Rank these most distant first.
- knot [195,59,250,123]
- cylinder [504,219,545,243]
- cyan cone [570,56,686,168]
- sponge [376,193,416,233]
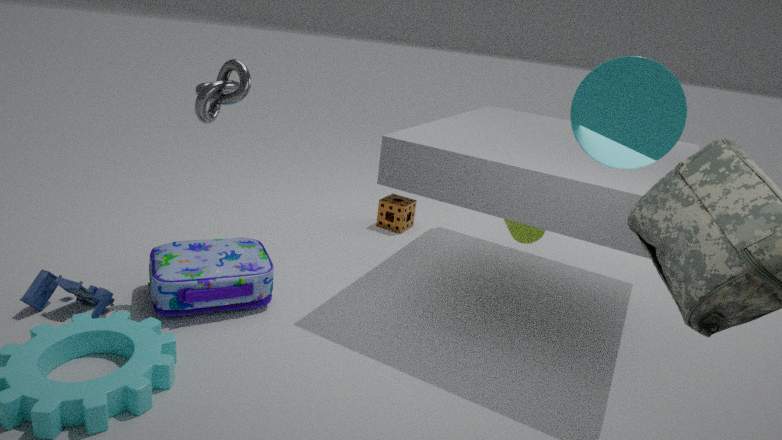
1. sponge [376,193,416,233]
2. cylinder [504,219,545,243]
3. knot [195,59,250,123]
4. cyan cone [570,56,686,168]
